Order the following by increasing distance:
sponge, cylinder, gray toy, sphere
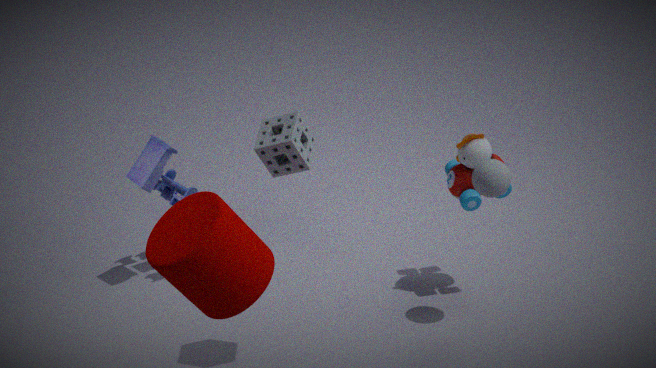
cylinder
sponge
sphere
gray toy
